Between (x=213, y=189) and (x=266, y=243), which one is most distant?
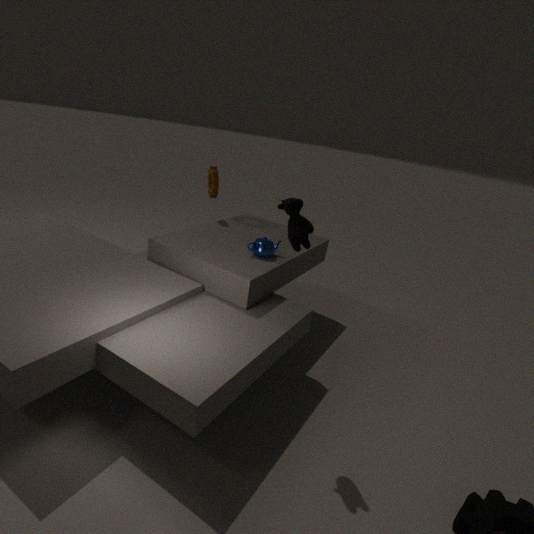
(x=213, y=189)
